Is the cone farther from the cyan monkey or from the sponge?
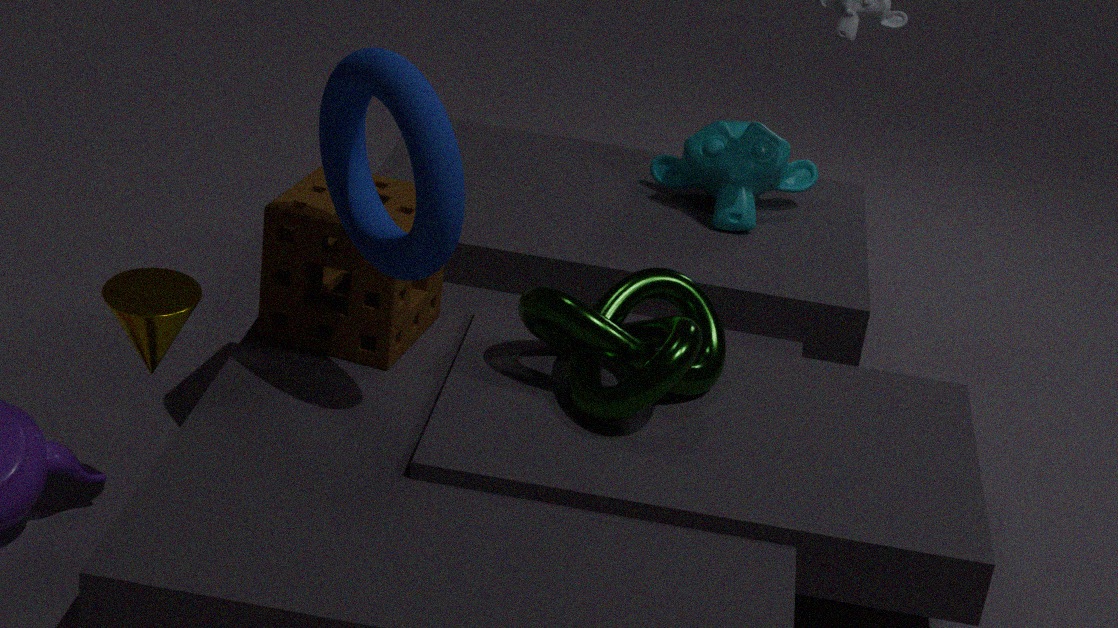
the cyan monkey
